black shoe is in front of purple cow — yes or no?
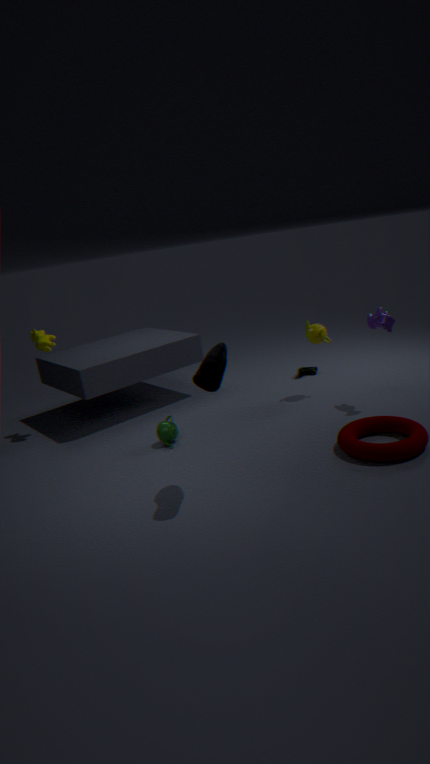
Yes
